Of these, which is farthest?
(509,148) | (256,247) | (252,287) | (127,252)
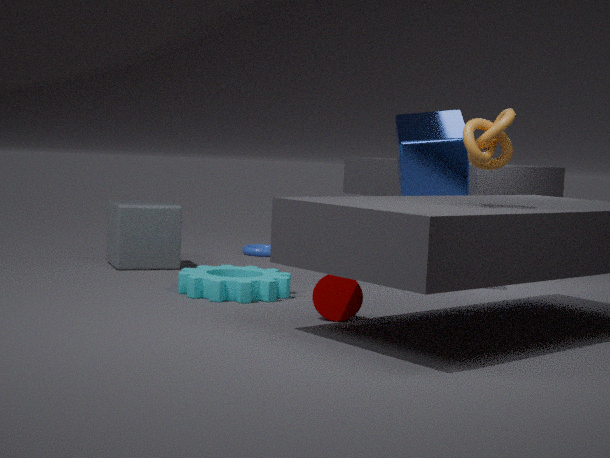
(256,247)
